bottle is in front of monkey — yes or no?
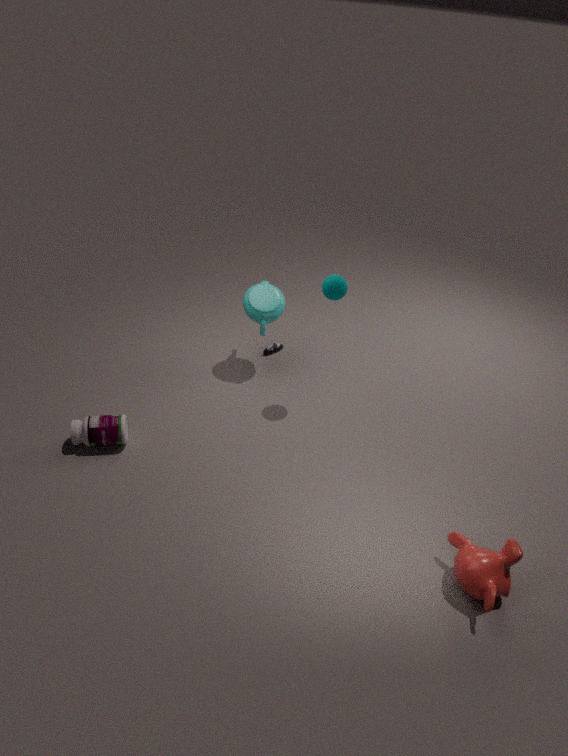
No
